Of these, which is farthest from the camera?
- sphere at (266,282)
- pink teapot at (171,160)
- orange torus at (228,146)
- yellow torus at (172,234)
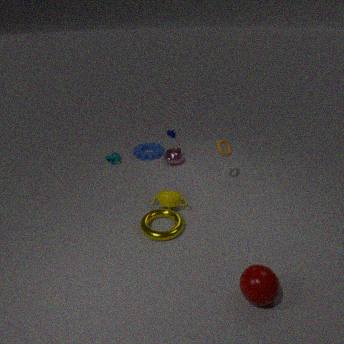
pink teapot at (171,160)
